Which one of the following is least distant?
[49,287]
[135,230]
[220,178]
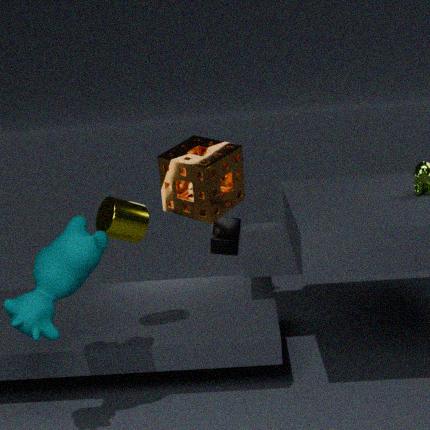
[49,287]
